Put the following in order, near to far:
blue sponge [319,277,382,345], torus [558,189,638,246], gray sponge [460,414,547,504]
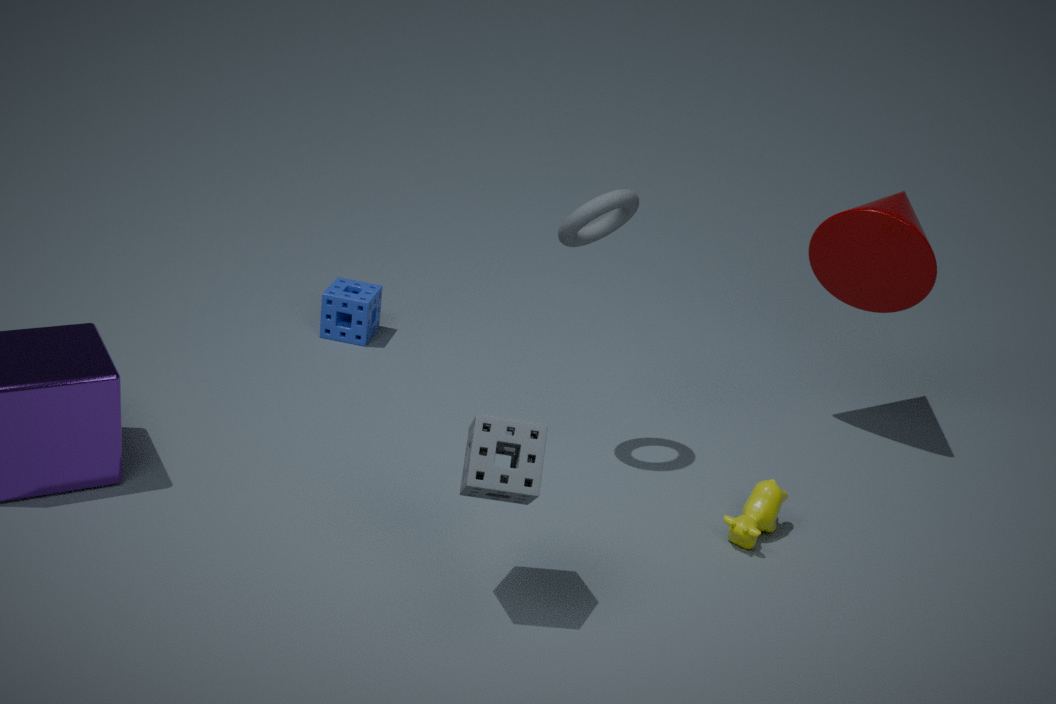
gray sponge [460,414,547,504], torus [558,189,638,246], blue sponge [319,277,382,345]
